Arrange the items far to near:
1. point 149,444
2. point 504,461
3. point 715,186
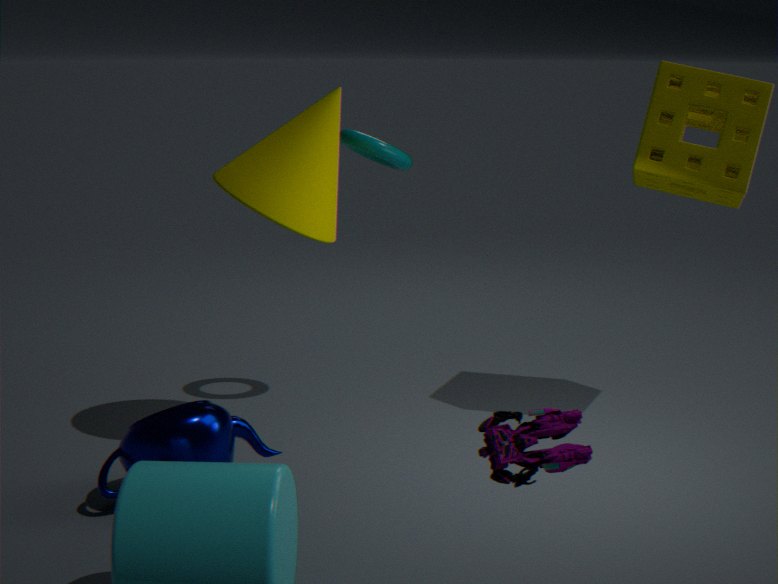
point 715,186
point 149,444
point 504,461
